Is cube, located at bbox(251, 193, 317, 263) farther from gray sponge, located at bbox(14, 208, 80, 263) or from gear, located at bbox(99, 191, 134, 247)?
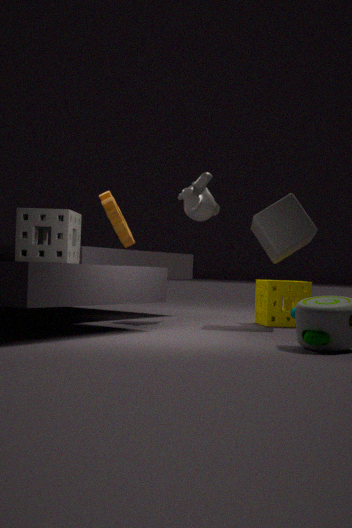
gray sponge, located at bbox(14, 208, 80, 263)
